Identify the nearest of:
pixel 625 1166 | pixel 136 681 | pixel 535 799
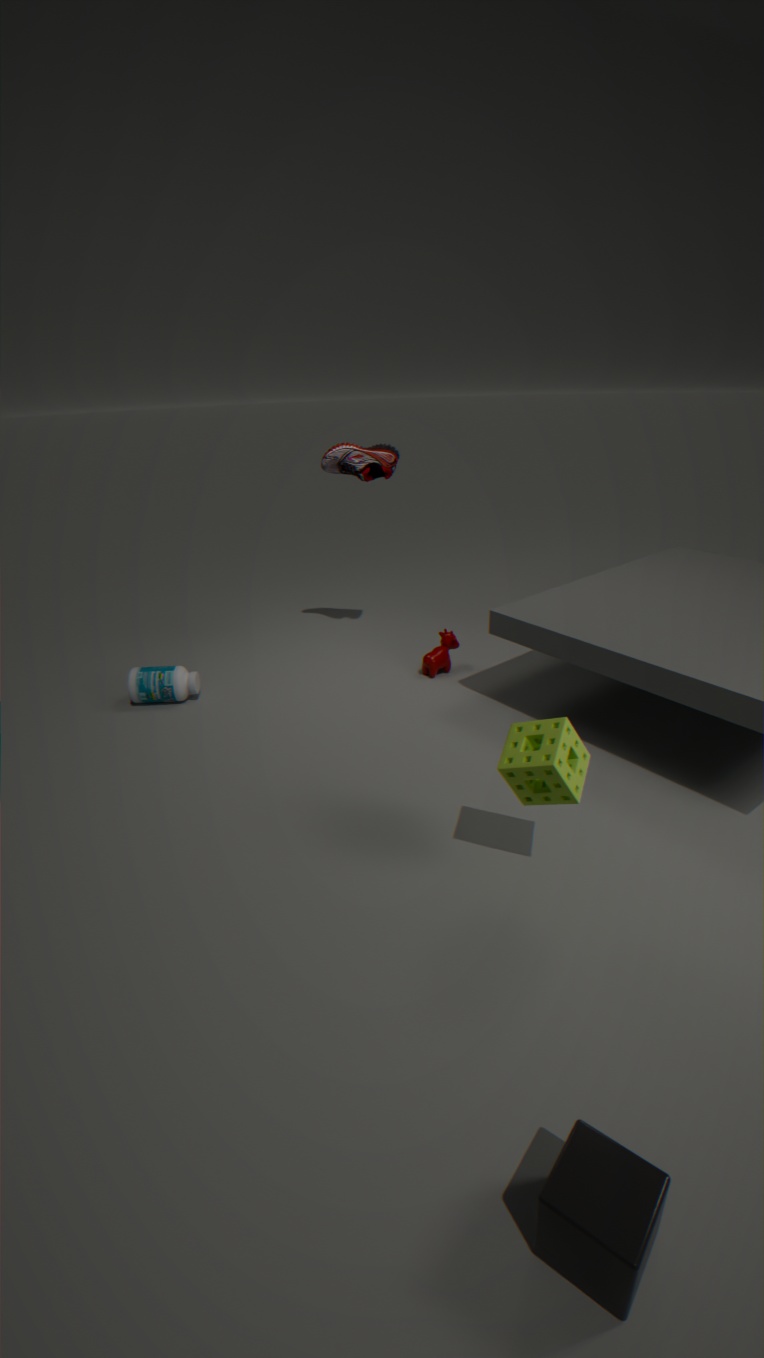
pixel 625 1166
